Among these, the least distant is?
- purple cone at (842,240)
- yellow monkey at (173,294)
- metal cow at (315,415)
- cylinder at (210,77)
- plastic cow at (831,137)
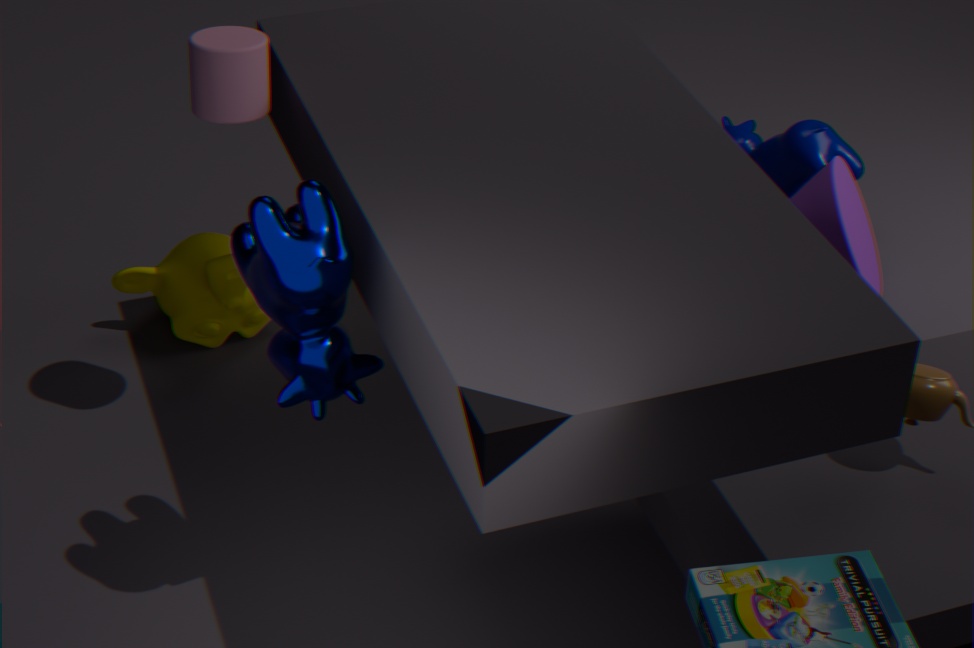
metal cow at (315,415)
